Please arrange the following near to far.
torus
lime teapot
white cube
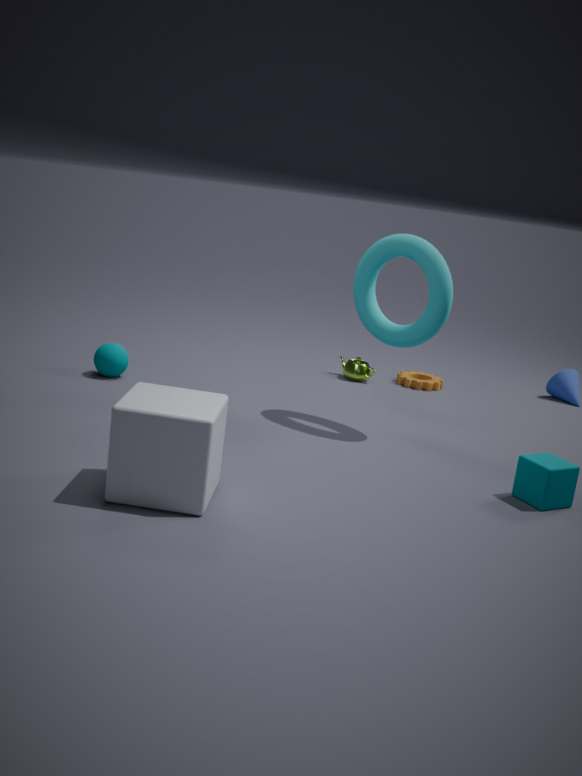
1. white cube
2. torus
3. lime teapot
